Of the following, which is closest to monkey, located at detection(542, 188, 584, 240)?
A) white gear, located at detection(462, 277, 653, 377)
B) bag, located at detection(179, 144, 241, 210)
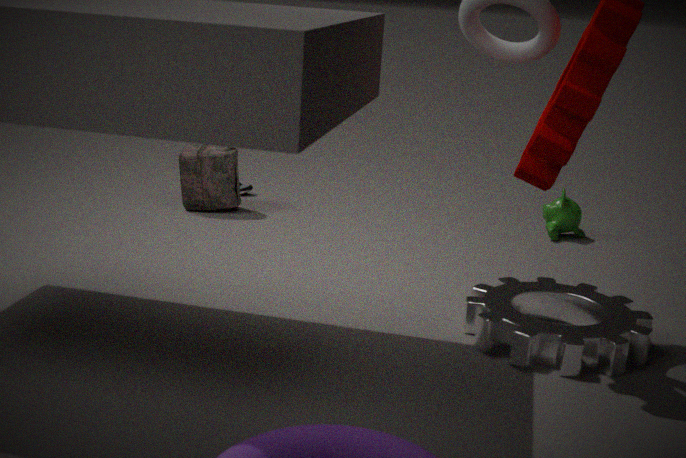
white gear, located at detection(462, 277, 653, 377)
